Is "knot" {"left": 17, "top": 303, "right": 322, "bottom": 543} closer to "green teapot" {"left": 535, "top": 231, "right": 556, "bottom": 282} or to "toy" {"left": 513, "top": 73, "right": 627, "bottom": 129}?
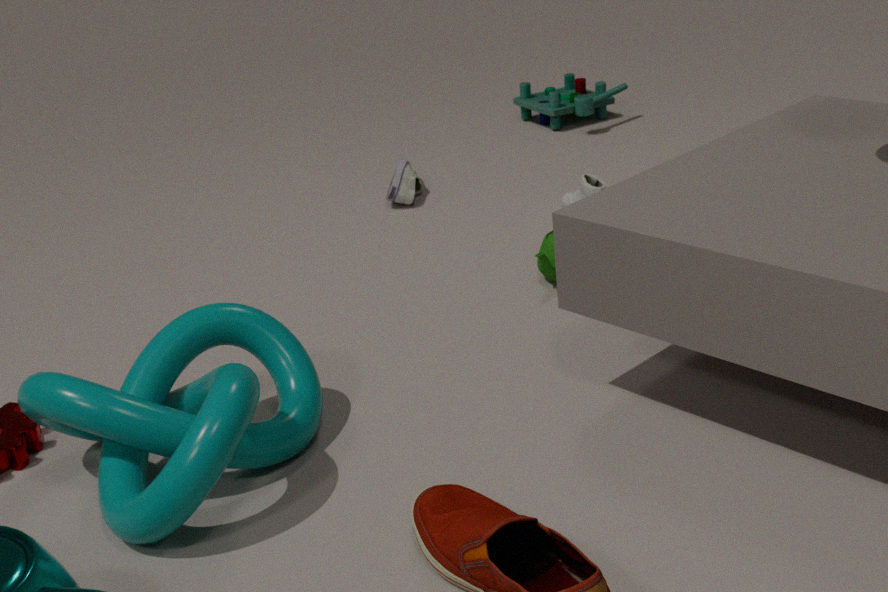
"green teapot" {"left": 535, "top": 231, "right": 556, "bottom": 282}
